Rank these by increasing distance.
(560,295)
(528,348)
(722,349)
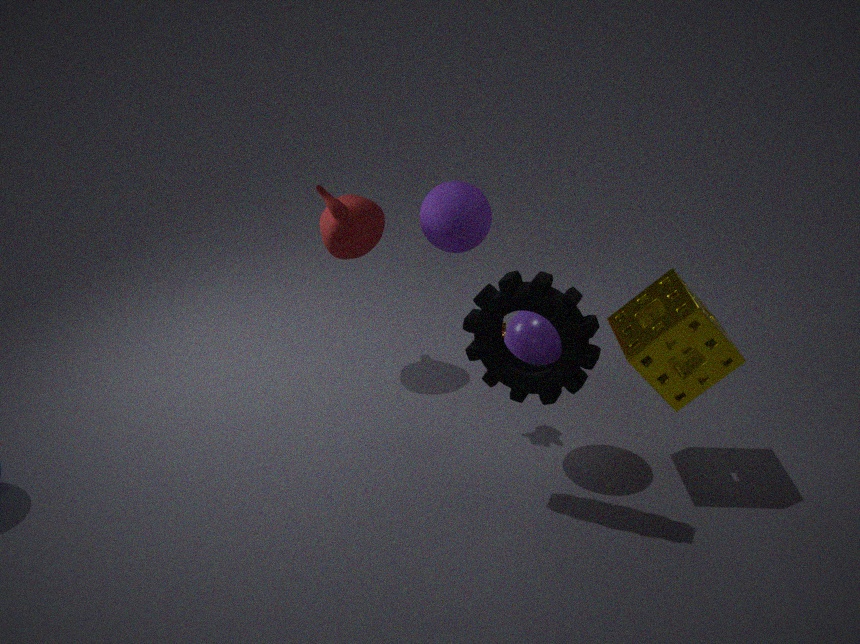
(560,295) → (722,349) → (528,348)
